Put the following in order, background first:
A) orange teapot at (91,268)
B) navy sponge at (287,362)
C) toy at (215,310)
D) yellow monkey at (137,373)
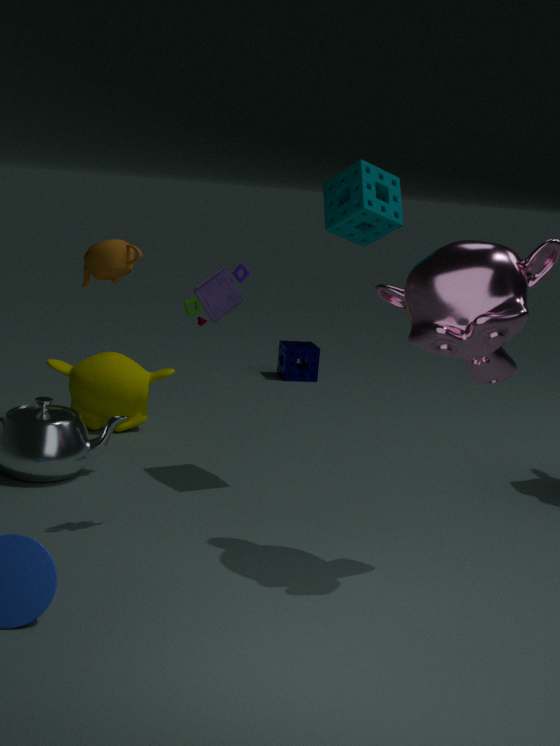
navy sponge at (287,362)
yellow monkey at (137,373)
orange teapot at (91,268)
toy at (215,310)
